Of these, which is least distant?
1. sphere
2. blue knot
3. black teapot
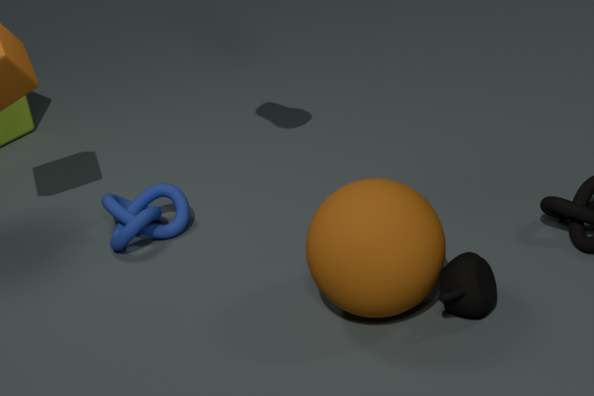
sphere
